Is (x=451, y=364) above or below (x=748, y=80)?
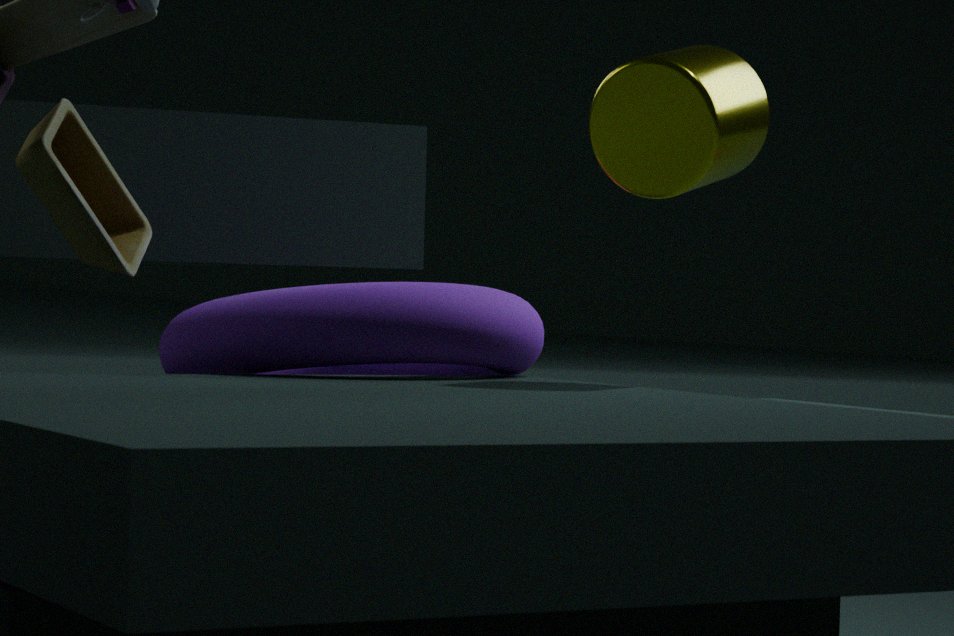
below
